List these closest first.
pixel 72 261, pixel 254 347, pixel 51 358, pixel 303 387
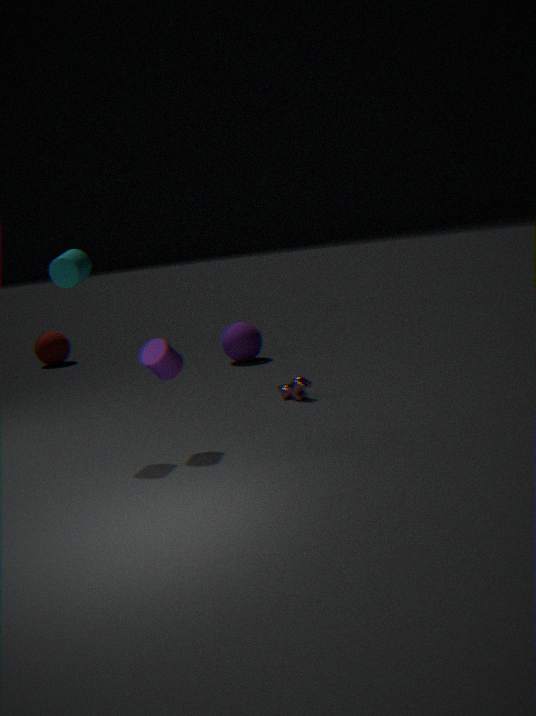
1. pixel 72 261
2. pixel 303 387
3. pixel 254 347
4. pixel 51 358
